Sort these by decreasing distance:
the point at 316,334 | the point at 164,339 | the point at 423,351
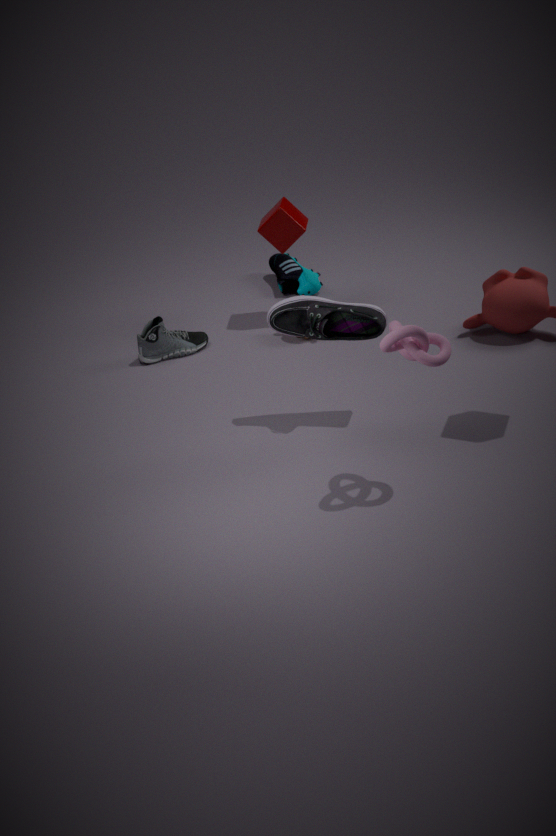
the point at 164,339 → the point at 316,334 → the point at 423,351
